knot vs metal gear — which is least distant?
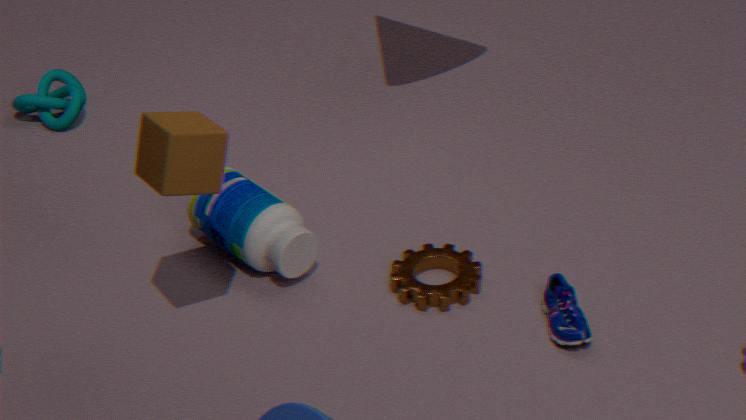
metal gear
